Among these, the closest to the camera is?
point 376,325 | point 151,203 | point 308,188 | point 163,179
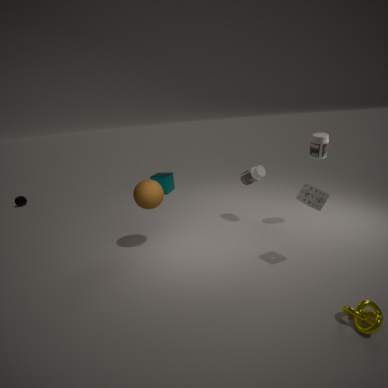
point 376,325
